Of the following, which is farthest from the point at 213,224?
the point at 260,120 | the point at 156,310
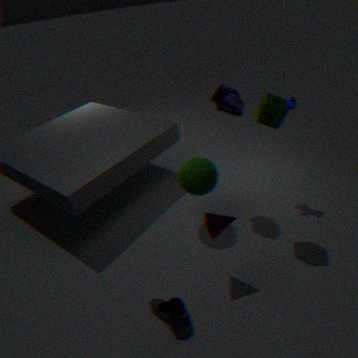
the point at 260,120
